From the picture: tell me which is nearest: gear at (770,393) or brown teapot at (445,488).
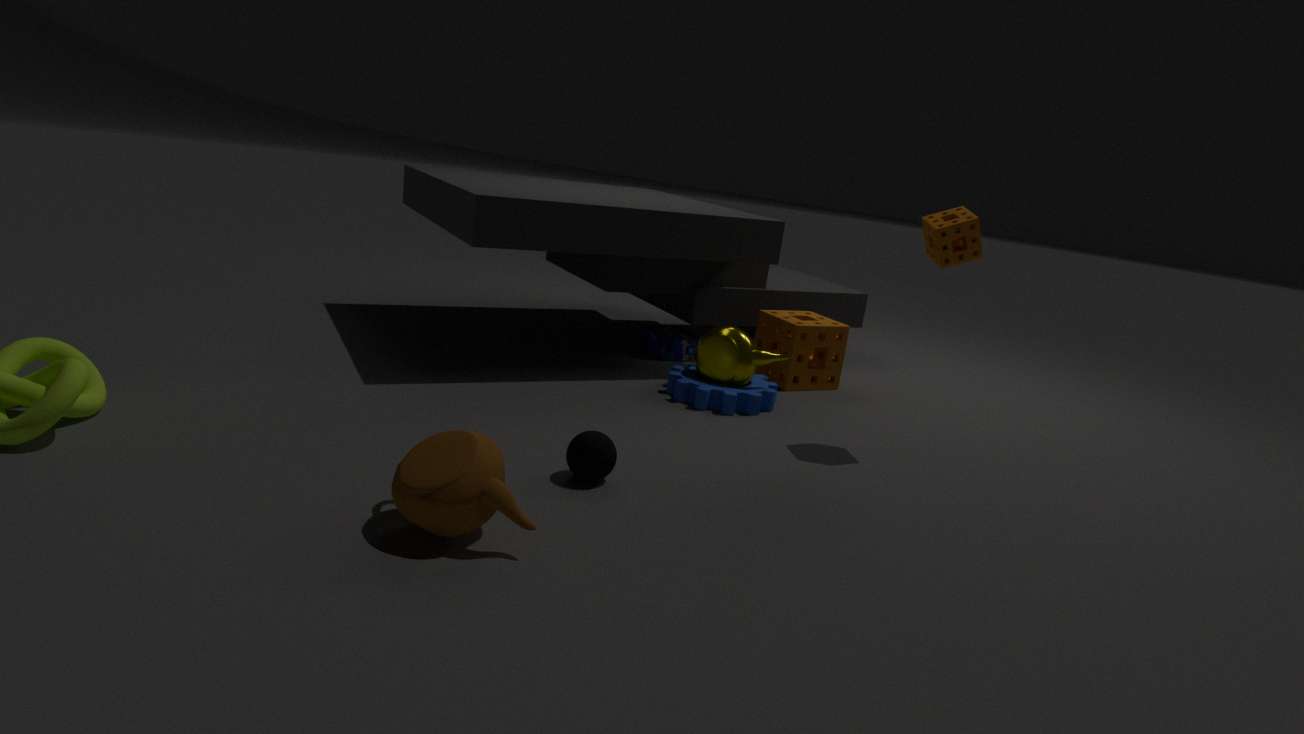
brown teapot at (445,488)
